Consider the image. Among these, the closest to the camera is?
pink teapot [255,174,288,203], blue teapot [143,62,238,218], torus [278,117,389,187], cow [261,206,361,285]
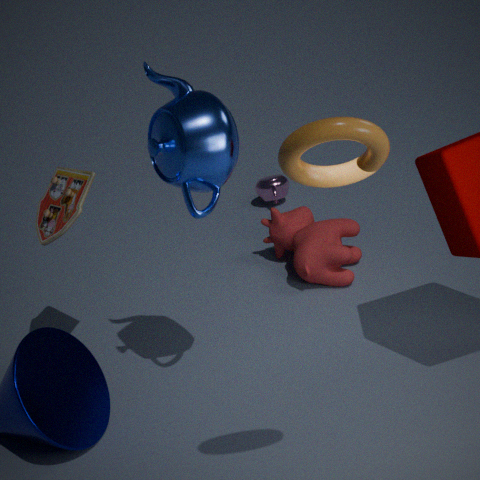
torus [278,117,389,187]
